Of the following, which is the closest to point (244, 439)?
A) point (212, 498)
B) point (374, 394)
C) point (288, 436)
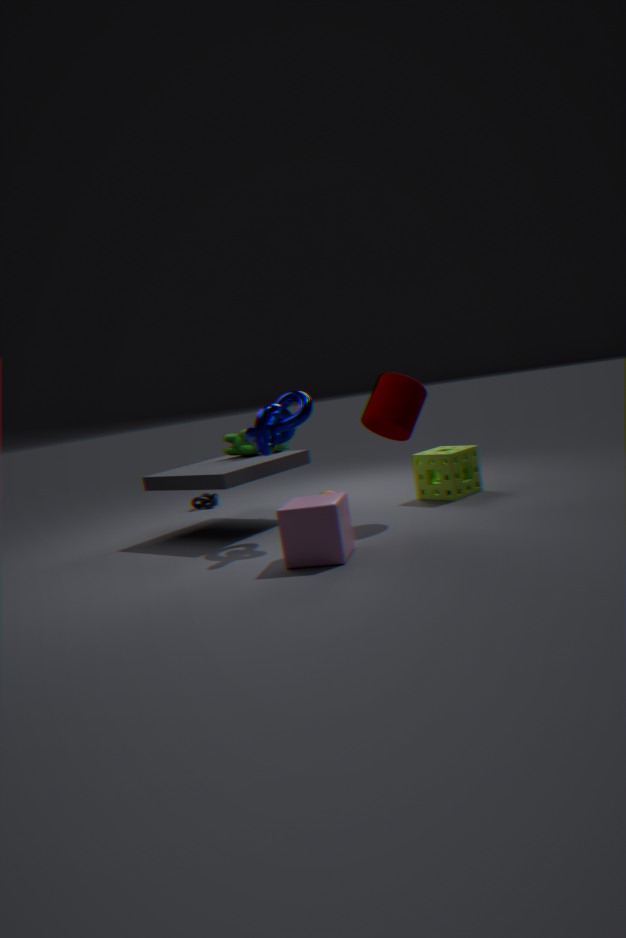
point (288, 436)
